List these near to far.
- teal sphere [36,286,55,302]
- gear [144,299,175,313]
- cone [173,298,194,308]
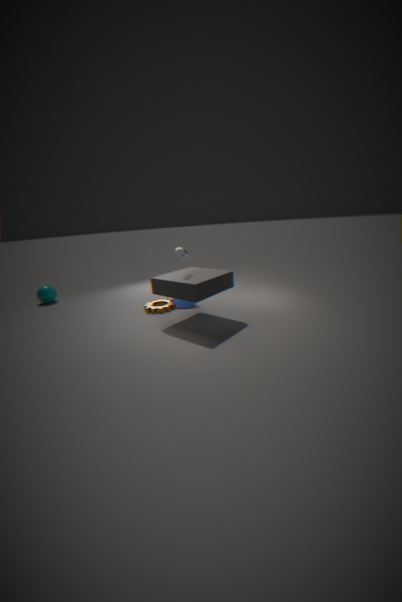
gear [144,299,175,313]
cone [173,298,194,308]
teal sphere [36,286,55,302]
